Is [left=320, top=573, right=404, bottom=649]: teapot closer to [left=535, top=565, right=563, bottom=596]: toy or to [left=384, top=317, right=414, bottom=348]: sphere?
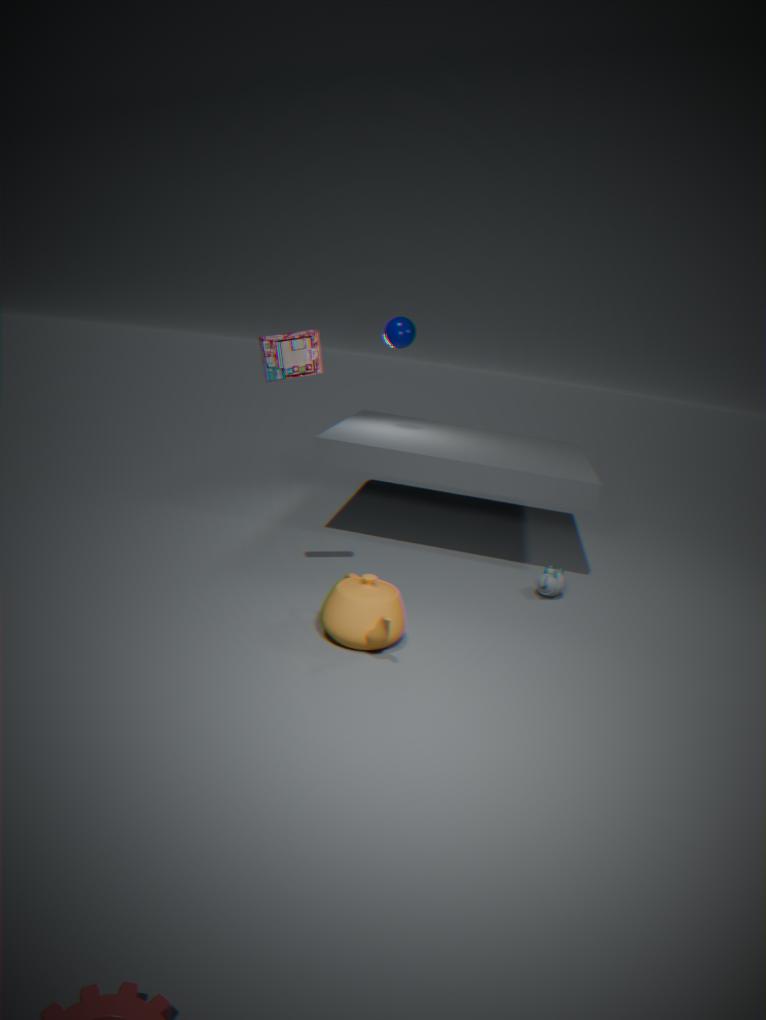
[left=535, top=565, right=563, bottom=596]: toy
